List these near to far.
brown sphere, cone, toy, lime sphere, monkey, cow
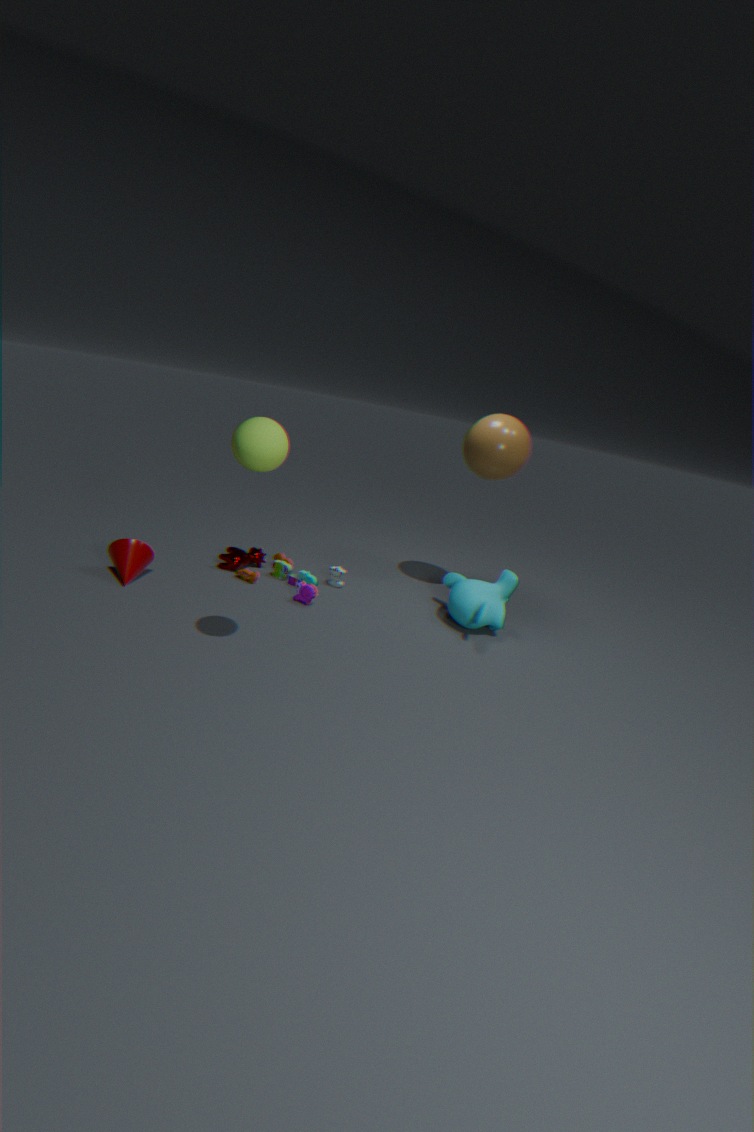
1. lime sphere
2. cone
3. monkey
4. toy
5. brown sphere
6. cow
